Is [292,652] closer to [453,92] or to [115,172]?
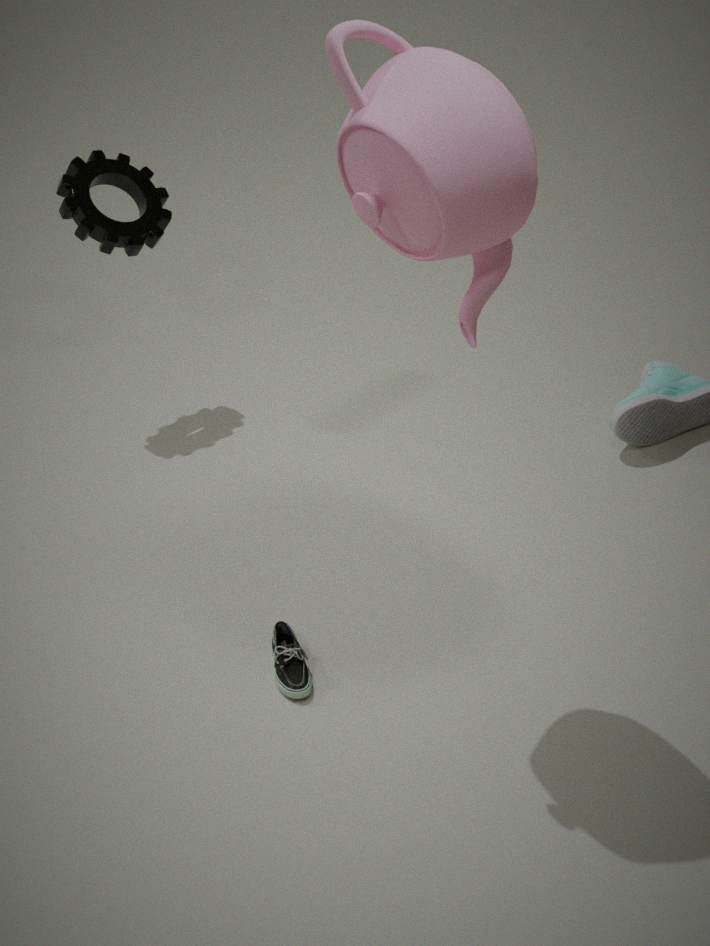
[453,92]
